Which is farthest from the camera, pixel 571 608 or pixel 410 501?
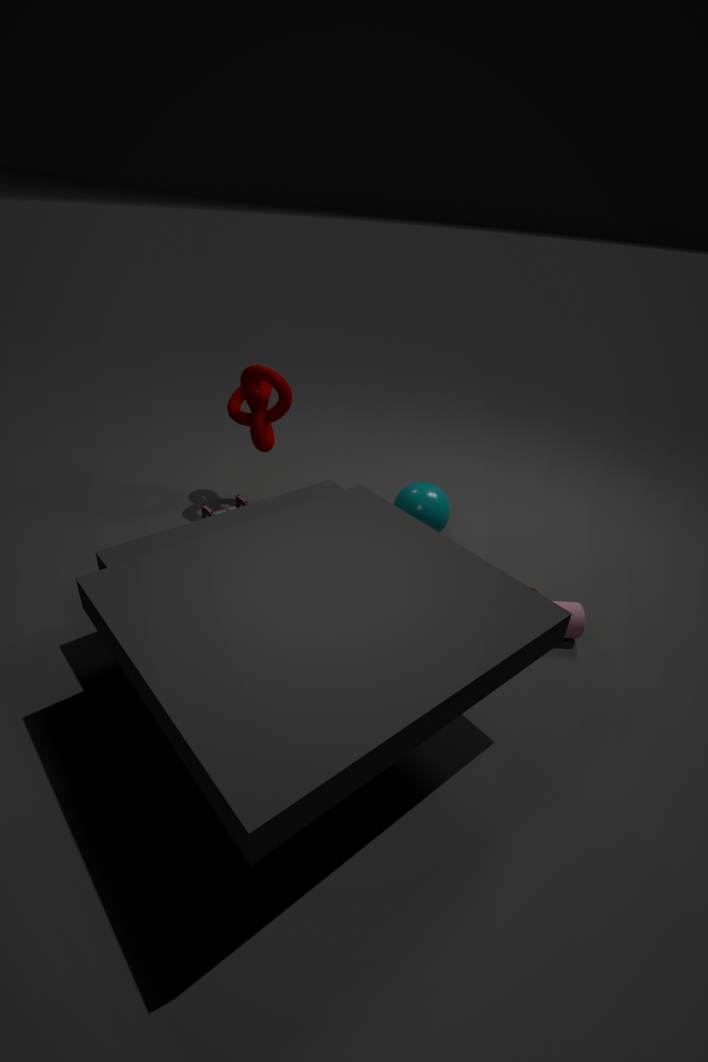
pixel 410 501
